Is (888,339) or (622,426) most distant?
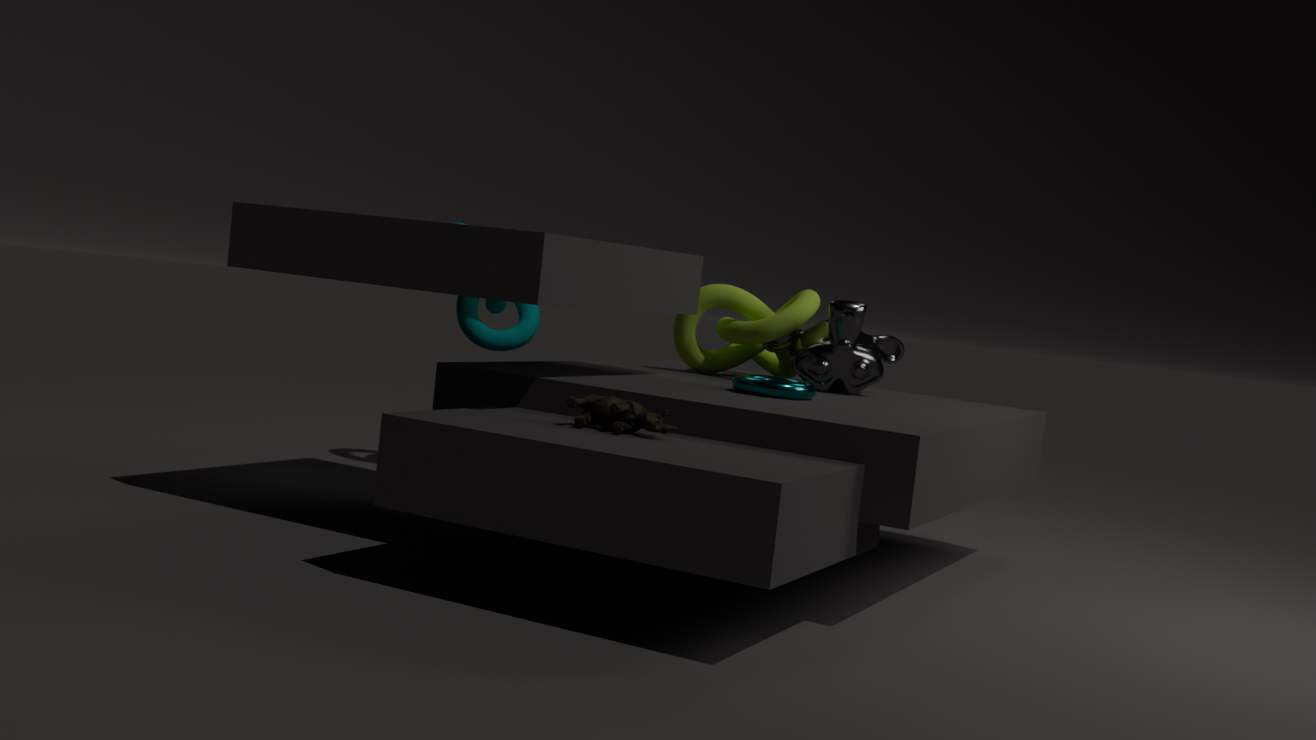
(888,339)
